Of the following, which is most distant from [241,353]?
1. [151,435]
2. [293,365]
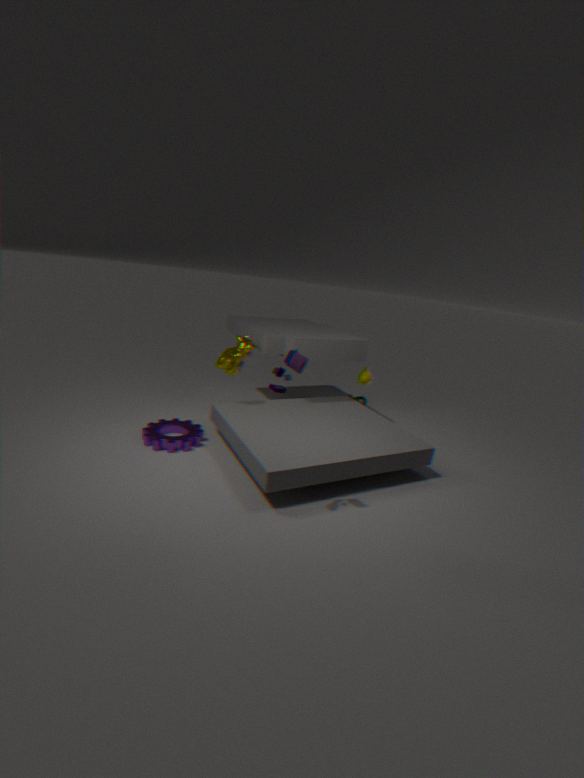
[293,365]
